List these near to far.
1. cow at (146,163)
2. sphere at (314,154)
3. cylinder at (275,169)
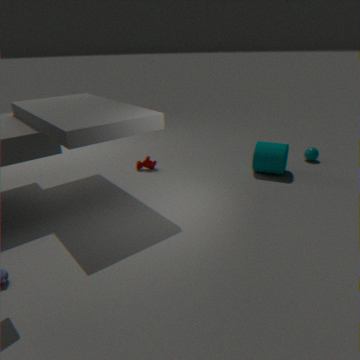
1. cylinder at (275,169)
2. cow at (146,163)
3. sphere at (314,154)
